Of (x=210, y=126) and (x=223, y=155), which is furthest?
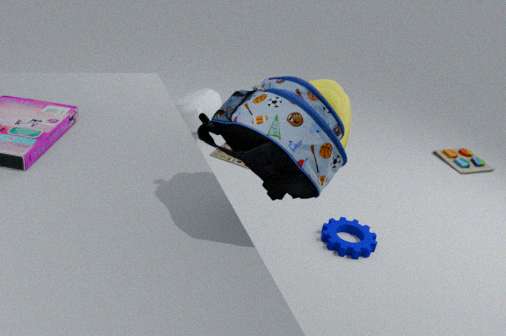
(x=223, y=155)
